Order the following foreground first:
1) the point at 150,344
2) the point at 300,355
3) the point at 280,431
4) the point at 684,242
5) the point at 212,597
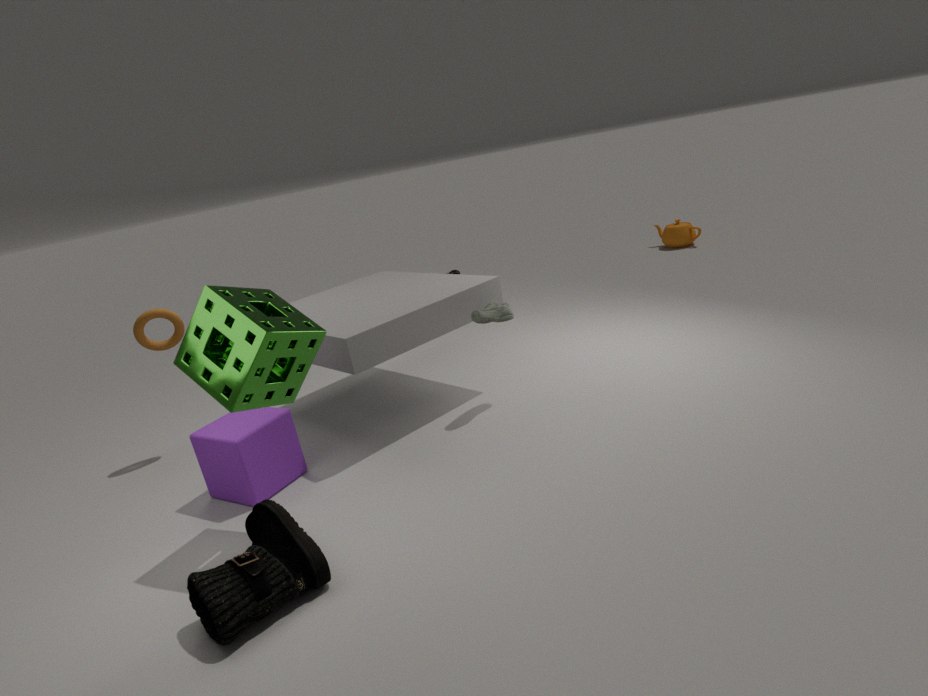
5. the point at 212,597
2. the point at 300,355
3. the point at 280,431
1. the point at 150,344
4. the point at 684,242
